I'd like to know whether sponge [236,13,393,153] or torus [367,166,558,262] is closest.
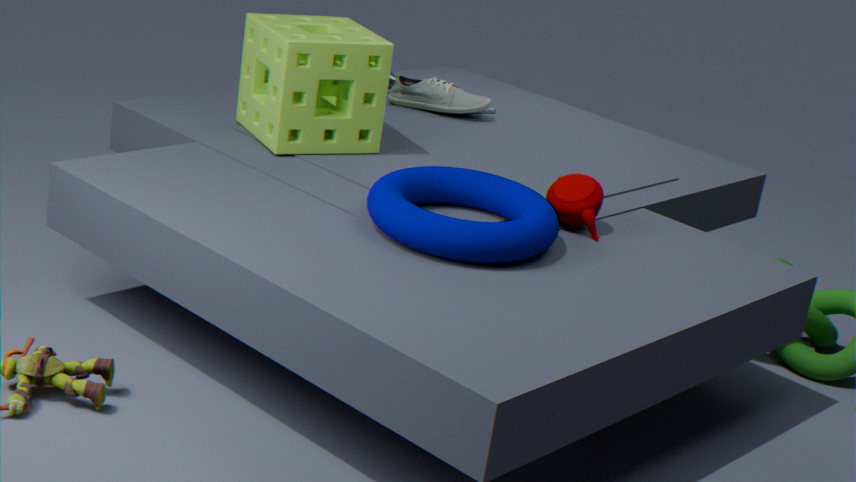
torus [367,166,558,262]
